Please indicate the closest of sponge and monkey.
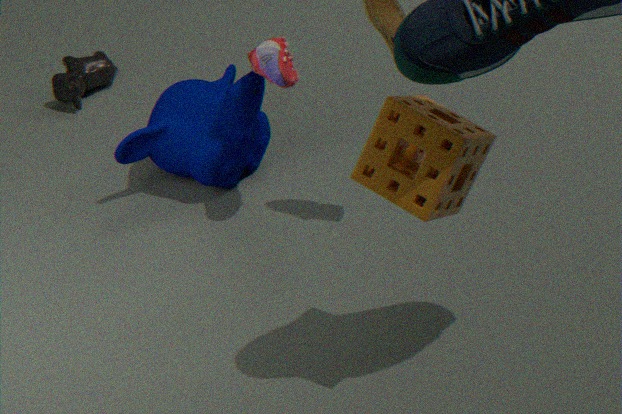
sponge
